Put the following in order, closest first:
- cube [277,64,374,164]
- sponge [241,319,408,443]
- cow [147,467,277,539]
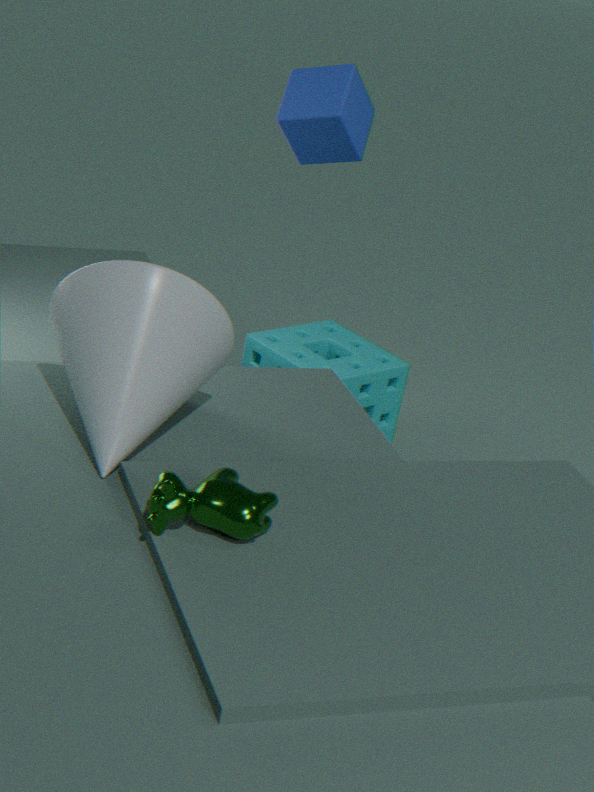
cow [147,467,277,539], cube [277,64,374,164], sponge [241,319,408,443]
